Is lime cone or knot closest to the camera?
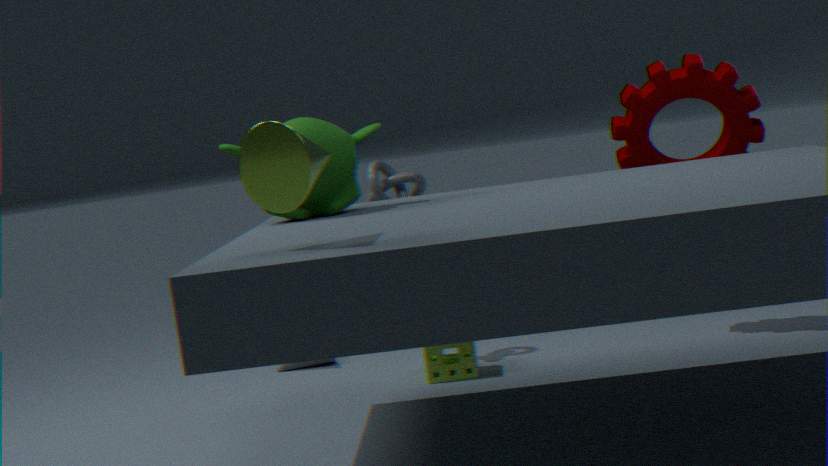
lime cone
